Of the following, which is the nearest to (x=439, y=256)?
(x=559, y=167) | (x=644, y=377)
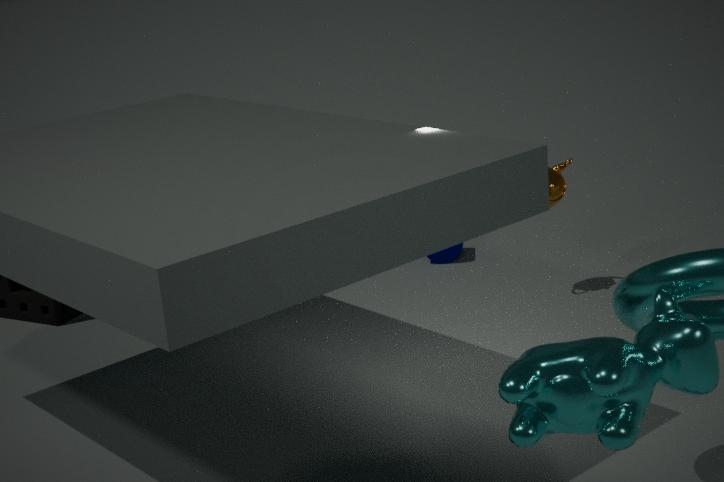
(x=559, y=167)
